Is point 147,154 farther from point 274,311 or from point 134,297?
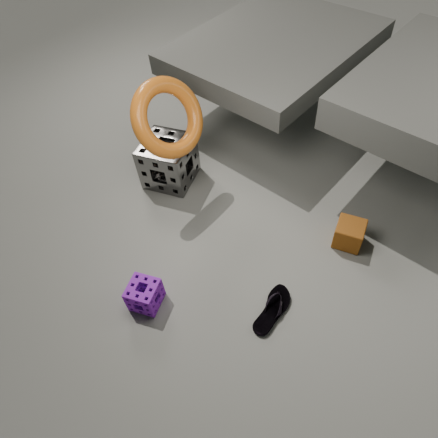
point 274,311
